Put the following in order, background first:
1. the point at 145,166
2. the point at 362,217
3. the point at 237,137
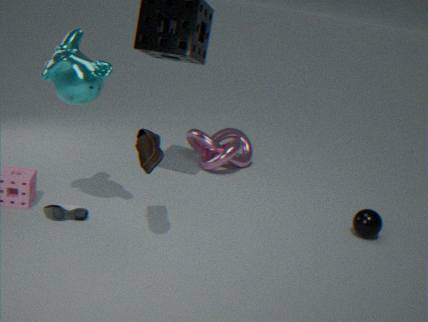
the point at 237,137
the point at 362,217
the point at 145,166
